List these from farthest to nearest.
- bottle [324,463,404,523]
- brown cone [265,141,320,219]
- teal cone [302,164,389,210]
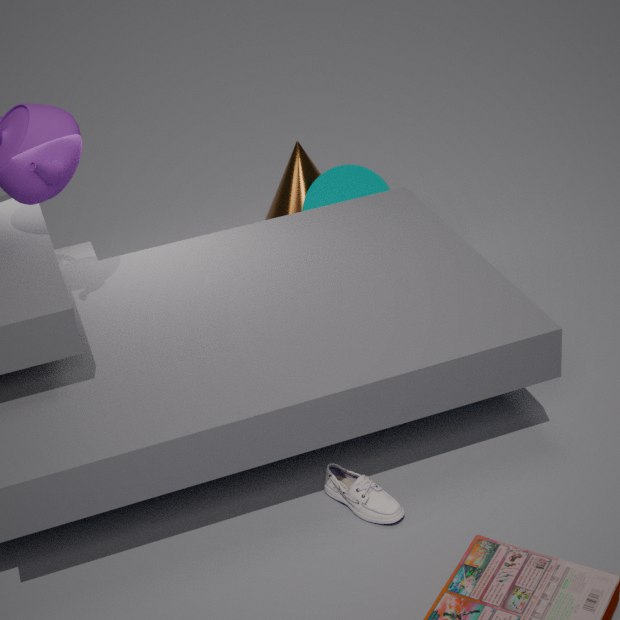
brown cone [265,141,320,219]
teal cone [302,164,389,210]
bottle [324,463,404,523]
